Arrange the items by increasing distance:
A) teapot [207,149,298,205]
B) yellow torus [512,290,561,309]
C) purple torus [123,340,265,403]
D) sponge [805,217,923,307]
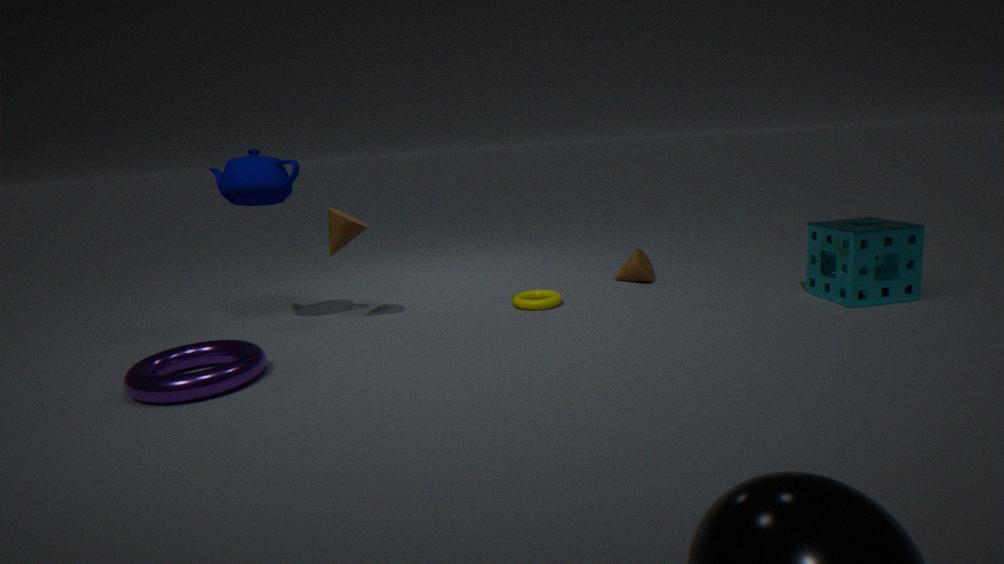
purple torus [123,340,265,403] < sponge [805,217,923,307] < teapot [207,149,298,205] < yellow torus [512,290,561,309]
